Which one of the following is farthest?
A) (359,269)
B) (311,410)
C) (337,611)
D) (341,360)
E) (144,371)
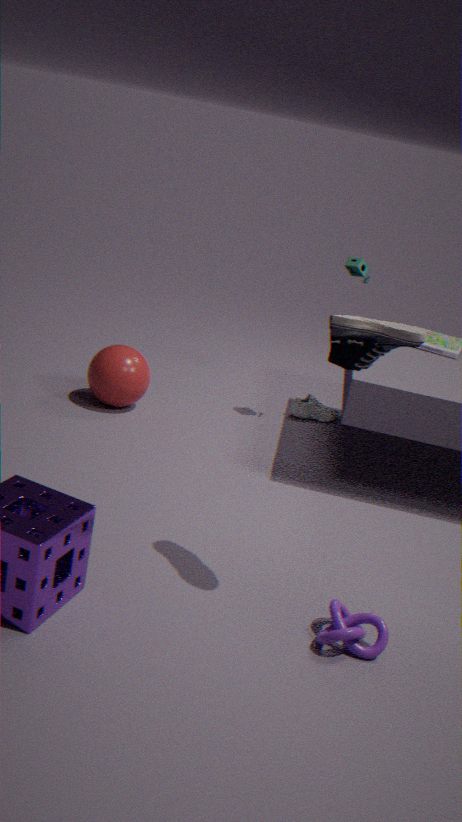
B. (311,410)
